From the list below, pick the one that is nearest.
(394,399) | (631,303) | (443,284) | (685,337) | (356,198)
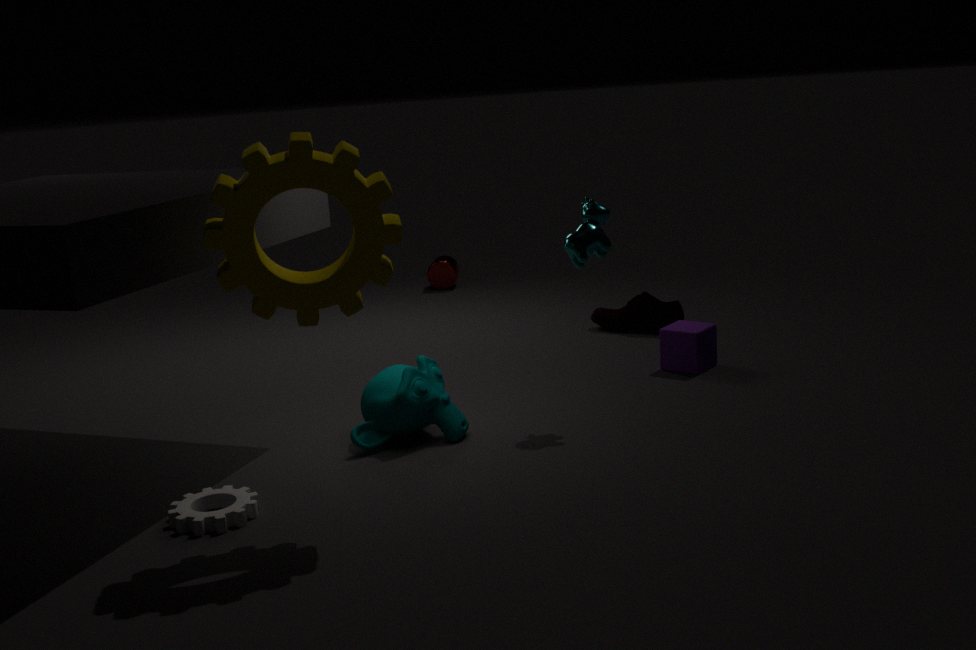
(356,198)
